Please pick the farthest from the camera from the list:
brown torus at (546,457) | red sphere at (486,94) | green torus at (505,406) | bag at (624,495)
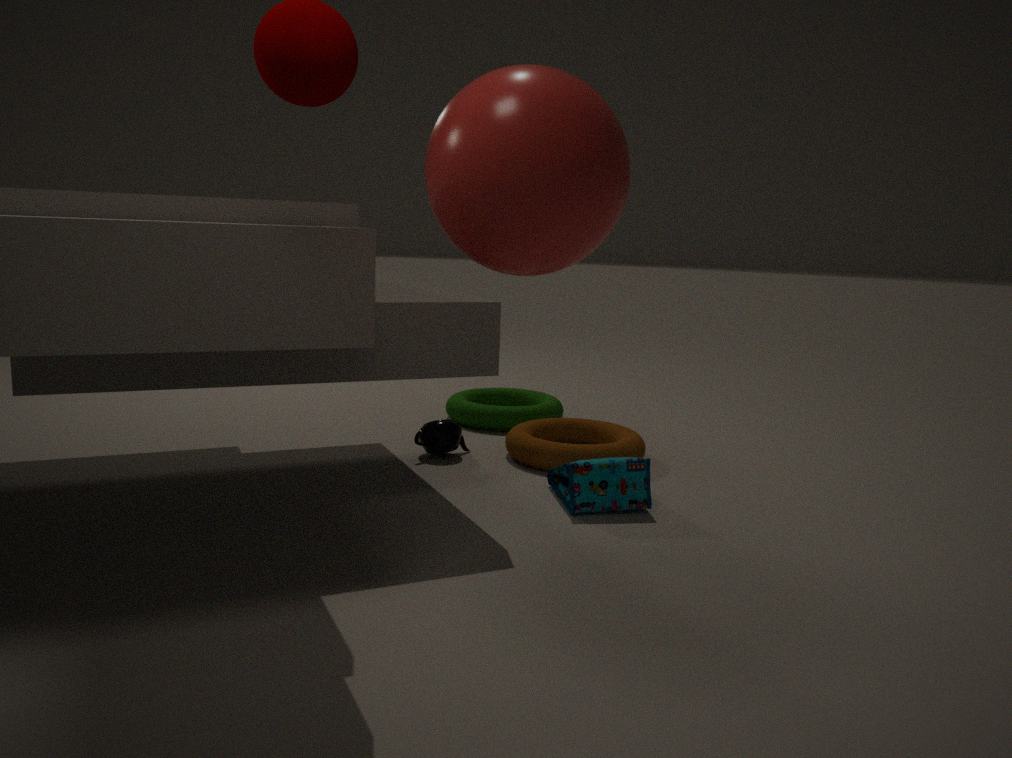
green torus at (505,406)
